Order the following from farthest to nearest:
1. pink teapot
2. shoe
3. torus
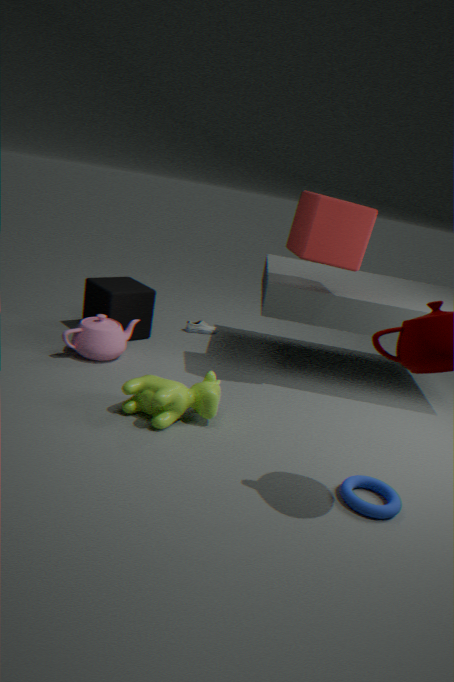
shoe → pink teapot → torus
